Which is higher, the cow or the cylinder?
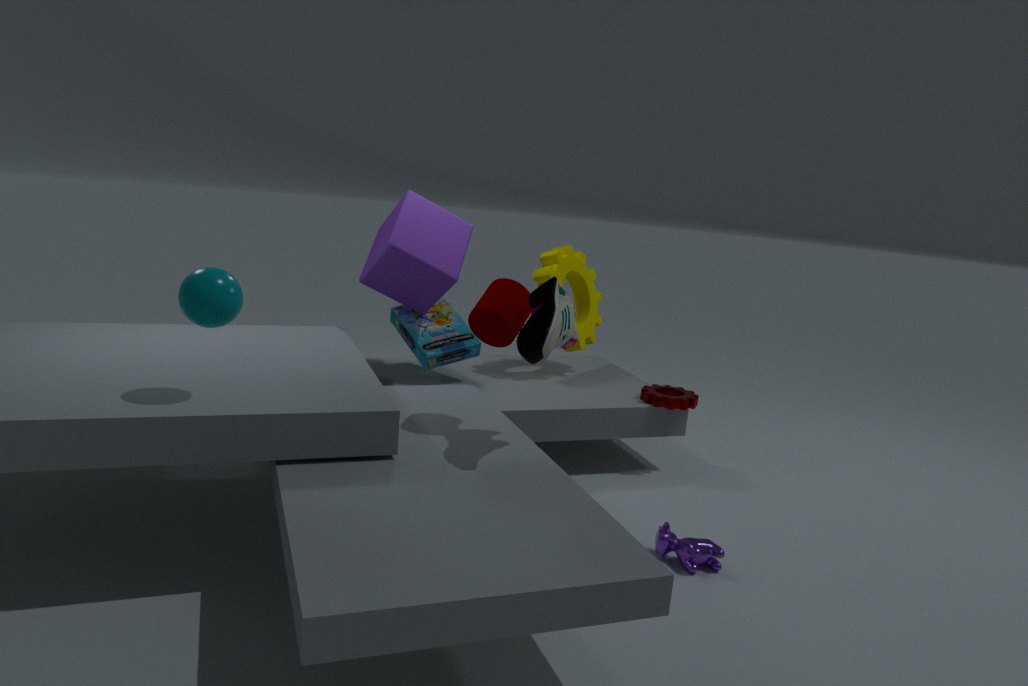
the cylinder
